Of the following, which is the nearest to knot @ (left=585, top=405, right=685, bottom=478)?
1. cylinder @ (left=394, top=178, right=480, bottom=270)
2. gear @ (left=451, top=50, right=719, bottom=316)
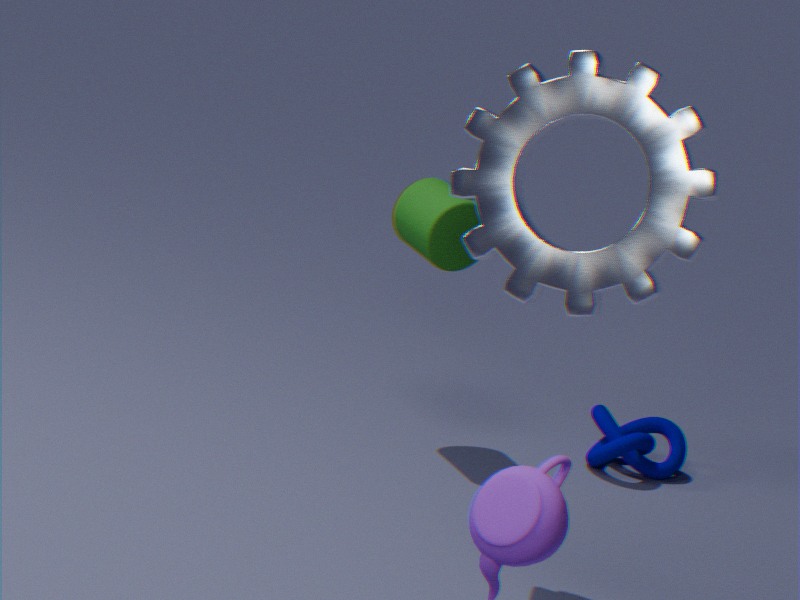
cylinder @ (left=394, top=178, right=480, bottom=270)
